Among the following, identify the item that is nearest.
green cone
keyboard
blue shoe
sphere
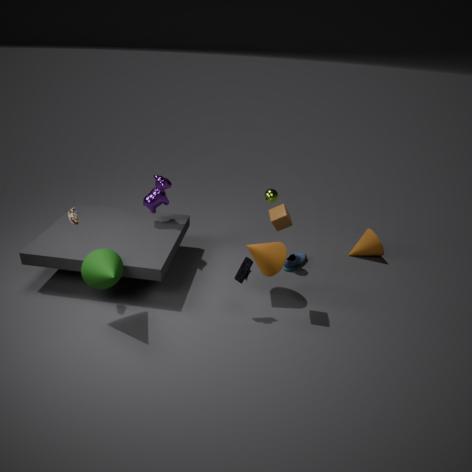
green cone
